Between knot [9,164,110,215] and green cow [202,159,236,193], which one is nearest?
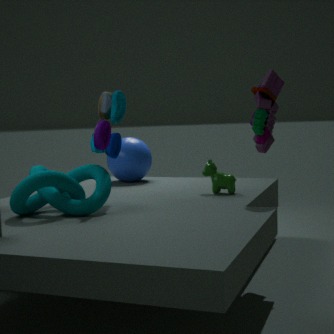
knot [9,164,110,215]
